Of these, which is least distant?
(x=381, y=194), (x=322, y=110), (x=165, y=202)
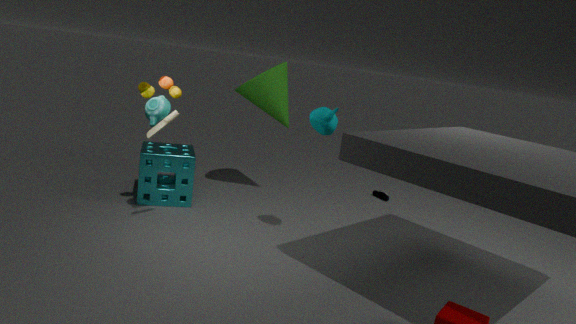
(x=322, y=110)
